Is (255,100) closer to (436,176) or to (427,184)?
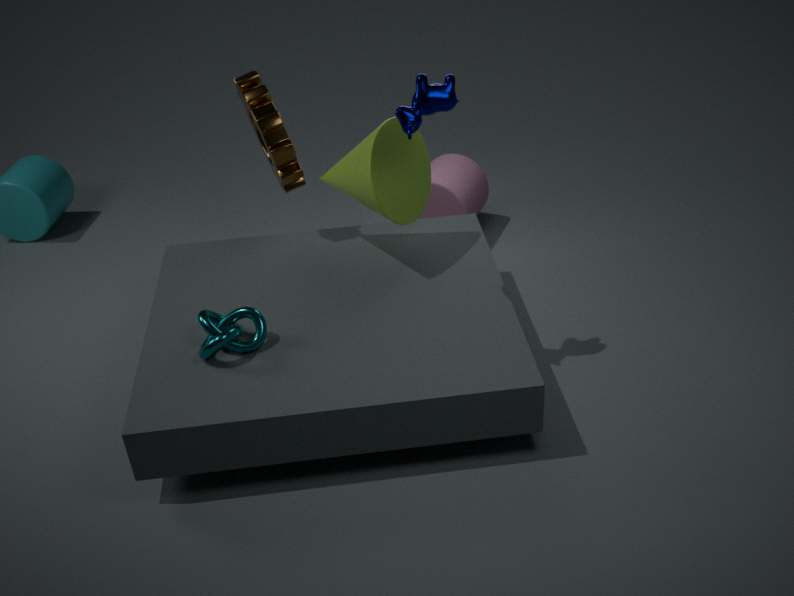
(427,184)
